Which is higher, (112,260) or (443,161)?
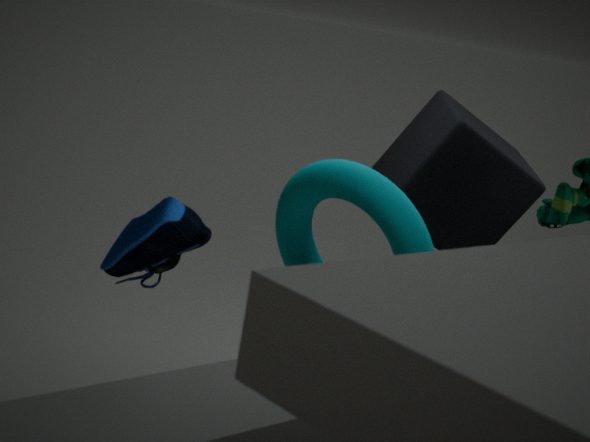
(443,161)
